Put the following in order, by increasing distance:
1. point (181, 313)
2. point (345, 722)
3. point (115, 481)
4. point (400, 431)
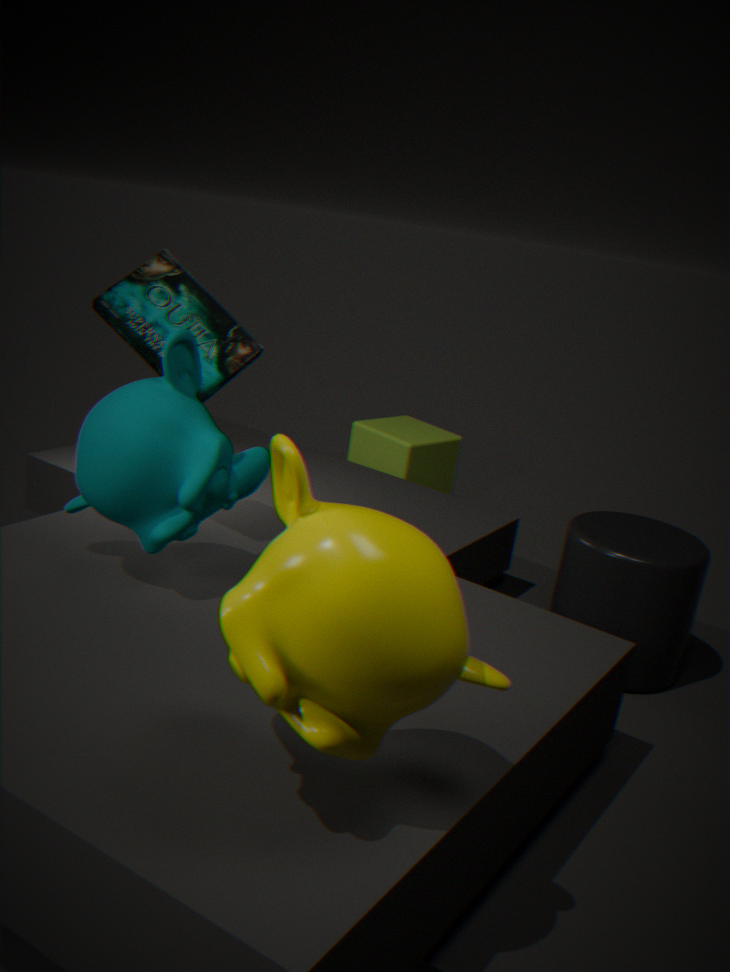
point (345, 722), point (115, 481), point (181, 313), point (400, 431)
